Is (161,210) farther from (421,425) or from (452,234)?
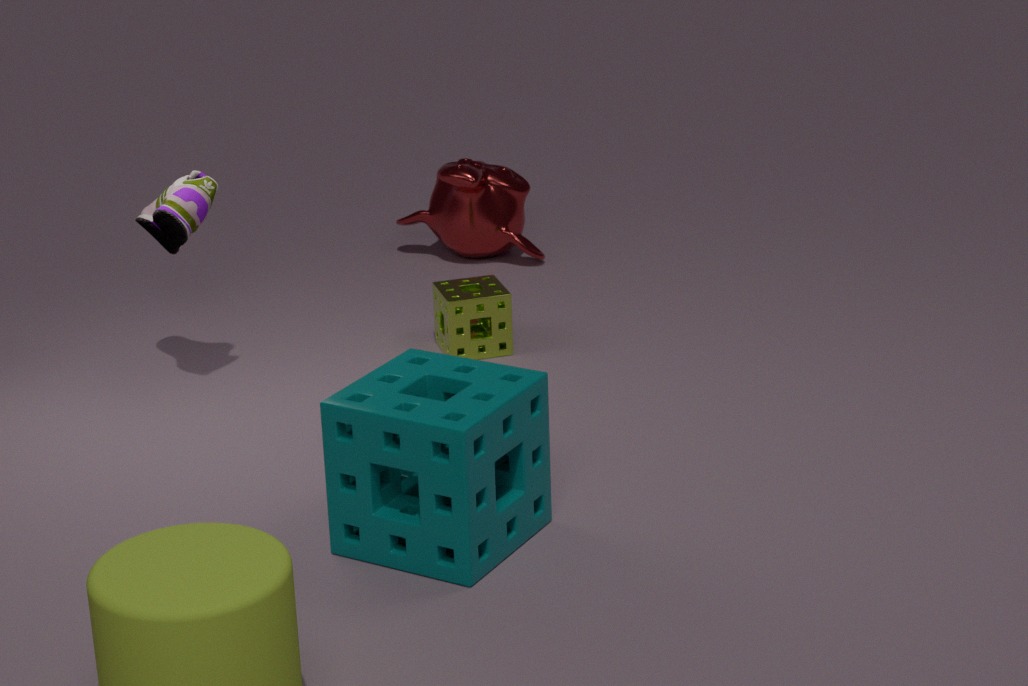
(452,234)
